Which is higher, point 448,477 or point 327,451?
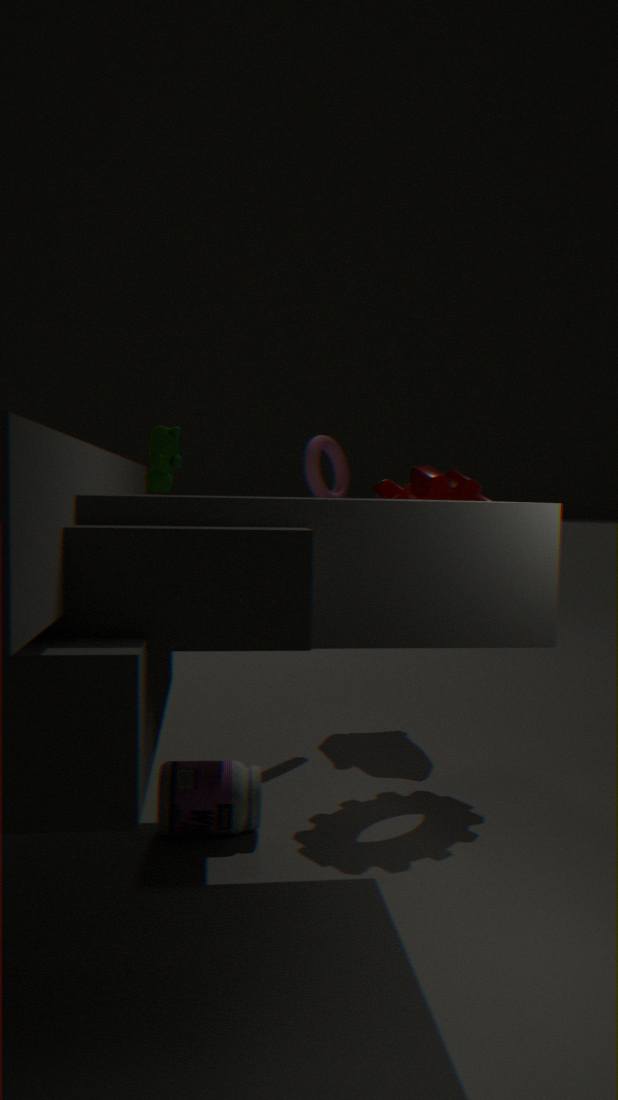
point 327,451
